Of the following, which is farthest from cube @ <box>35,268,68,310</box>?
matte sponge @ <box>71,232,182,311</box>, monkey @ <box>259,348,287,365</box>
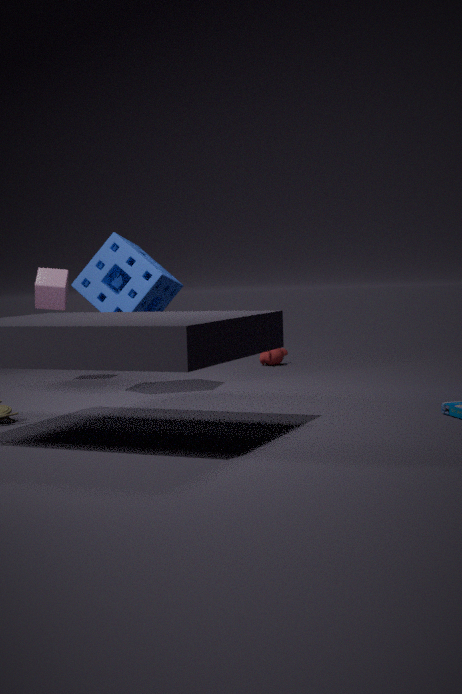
monkey @ <box>259,348,287,365</box>
